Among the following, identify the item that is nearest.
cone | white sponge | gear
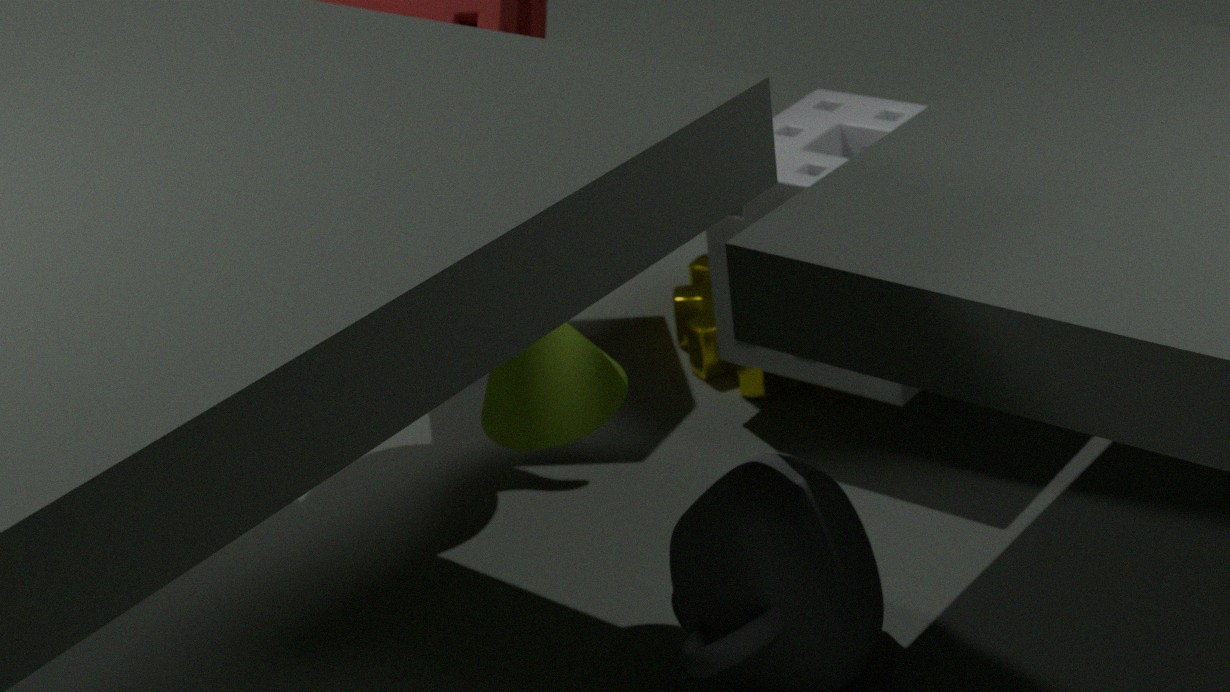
cone
